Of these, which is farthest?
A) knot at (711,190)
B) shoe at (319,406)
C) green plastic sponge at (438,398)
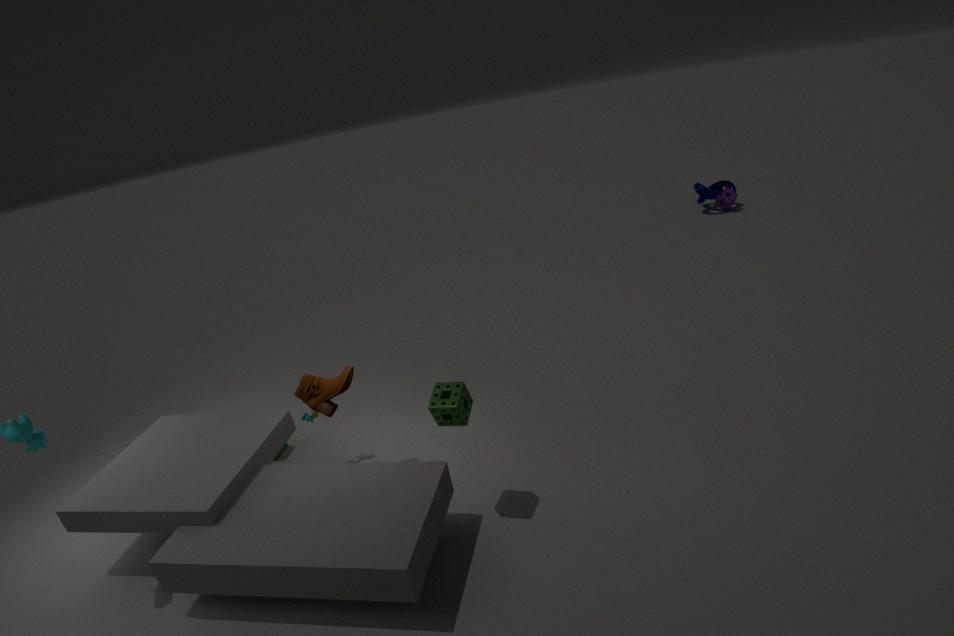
knot at (711,190)
